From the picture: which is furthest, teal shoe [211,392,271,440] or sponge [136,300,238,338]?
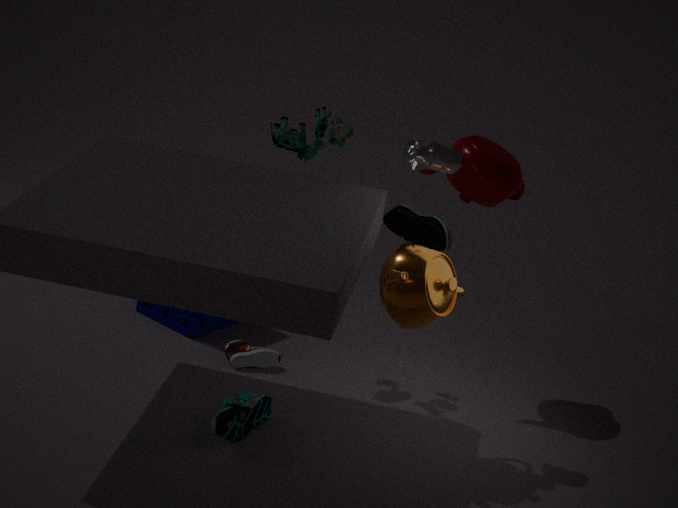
sponge [136,300,238,338]
